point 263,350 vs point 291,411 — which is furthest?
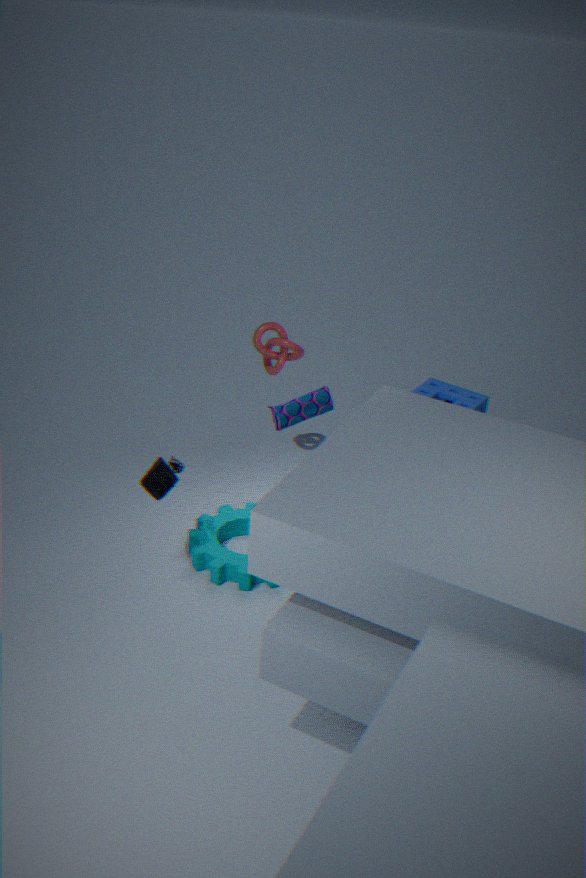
point 263,350
